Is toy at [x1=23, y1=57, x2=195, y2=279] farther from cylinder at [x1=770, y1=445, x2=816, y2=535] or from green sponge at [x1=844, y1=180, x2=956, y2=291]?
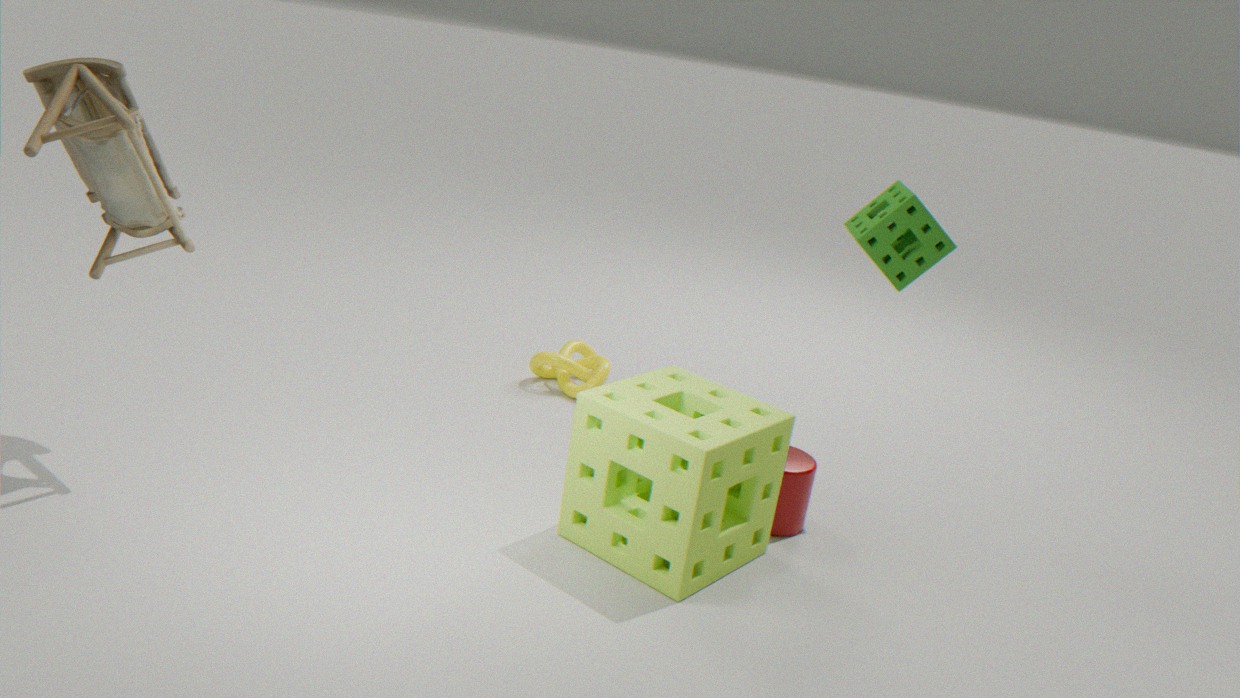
green sponge at [x1=844, y1=180, x2=956, y2=291]
